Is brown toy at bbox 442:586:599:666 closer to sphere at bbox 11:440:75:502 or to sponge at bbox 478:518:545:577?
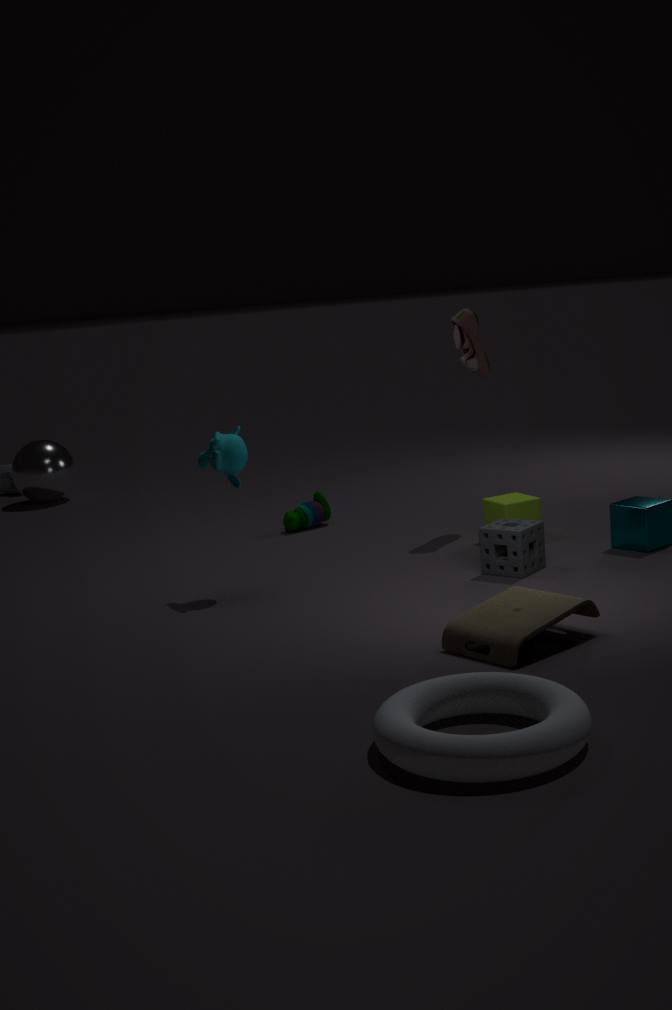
sponge at bbox 478:518:545:577
